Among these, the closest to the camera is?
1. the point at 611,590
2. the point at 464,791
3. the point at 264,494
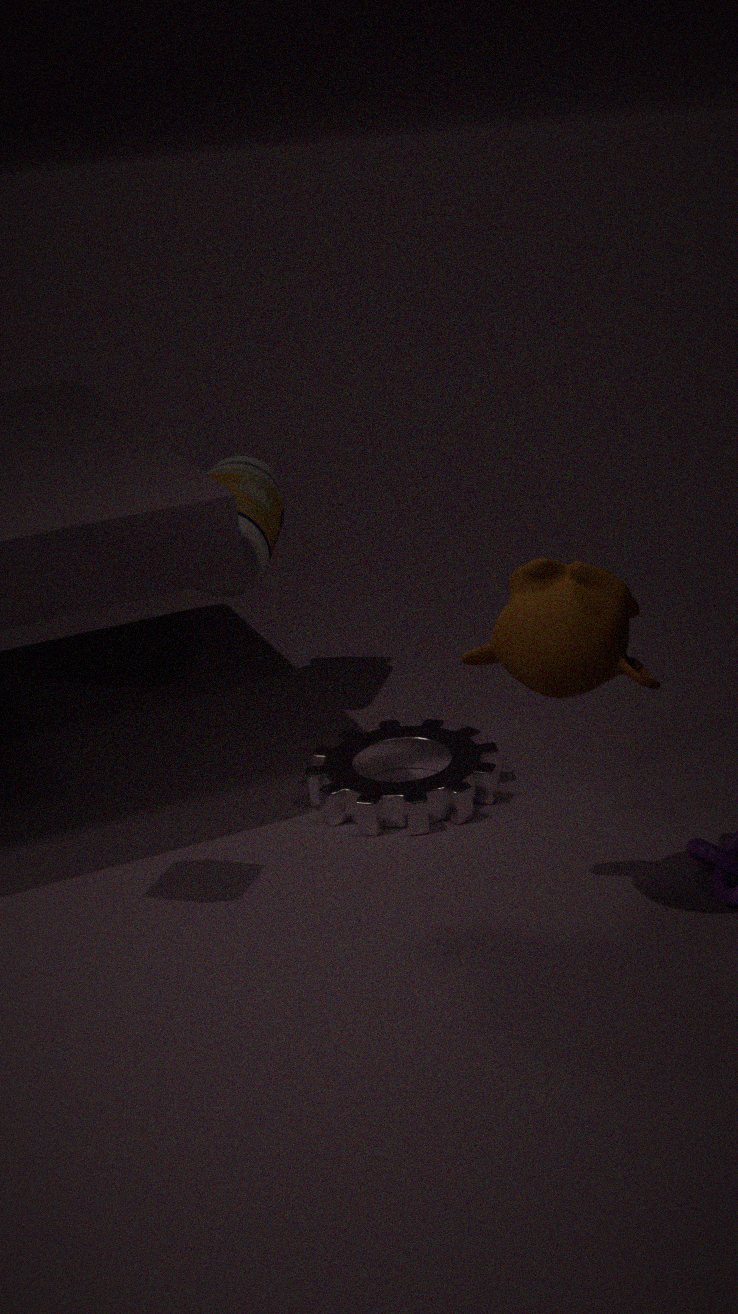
the point at 611,590
